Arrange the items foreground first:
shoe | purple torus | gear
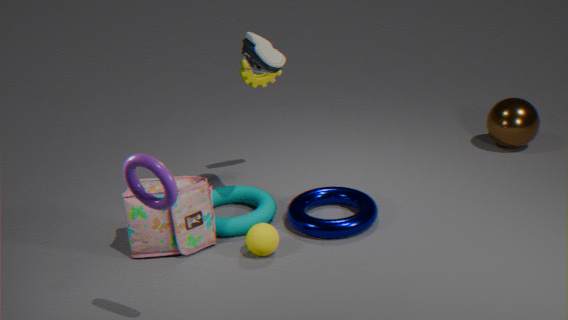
1. purple torus
2. shoe
3. gear
